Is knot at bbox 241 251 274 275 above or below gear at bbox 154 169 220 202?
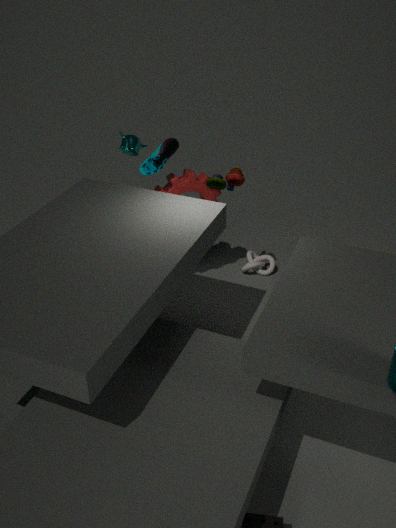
below
